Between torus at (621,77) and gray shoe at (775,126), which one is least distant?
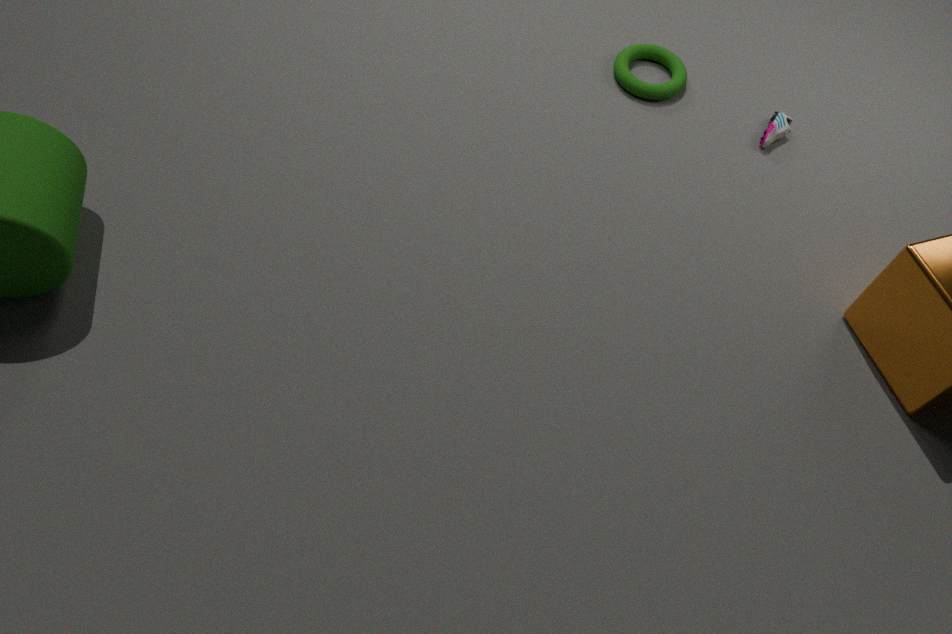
gray shoe at (775,126)
